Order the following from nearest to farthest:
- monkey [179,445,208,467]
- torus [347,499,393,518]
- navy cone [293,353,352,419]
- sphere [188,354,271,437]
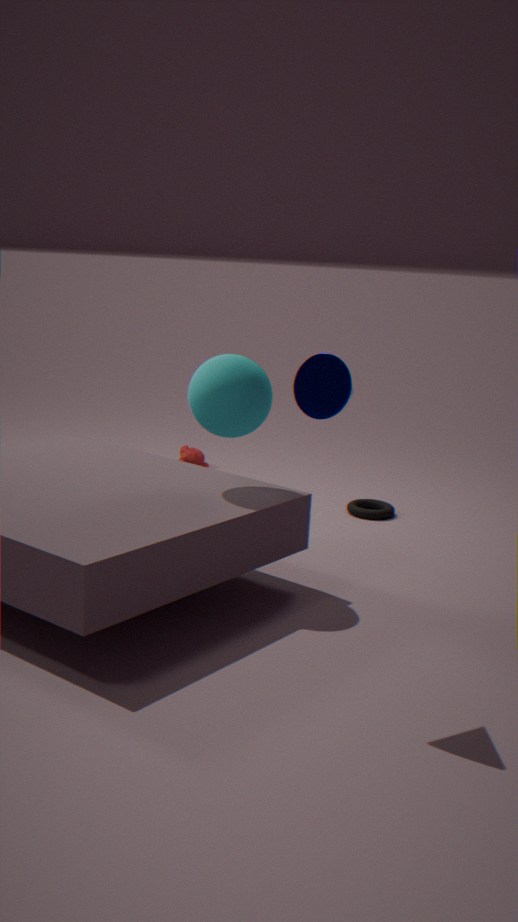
navy cone [293,353,352,419] < sphere [188,354,271,437] < torus [347,499,393,518] < monkey [179,445,208,467]
